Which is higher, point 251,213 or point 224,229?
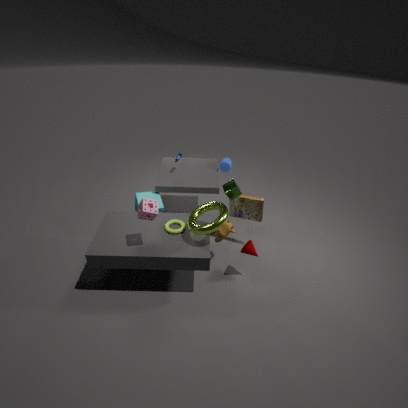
point 251,213
